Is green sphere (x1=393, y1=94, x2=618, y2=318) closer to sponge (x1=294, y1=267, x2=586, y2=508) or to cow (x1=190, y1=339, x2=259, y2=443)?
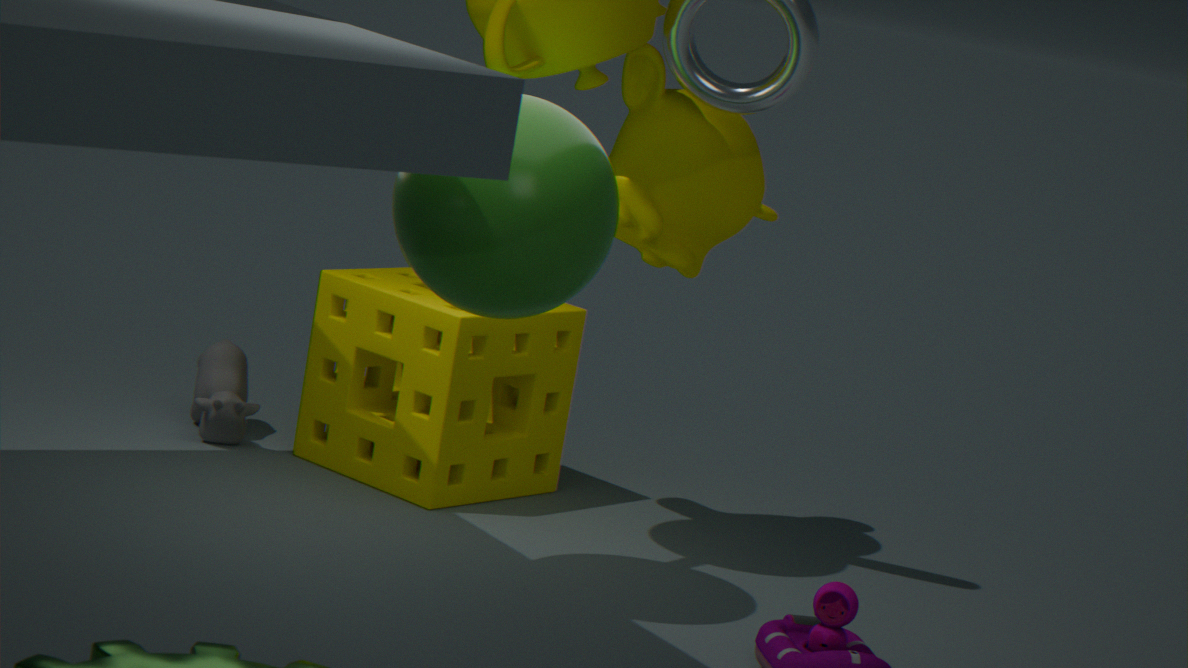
sponge (x1=294, y1=267, x2=586, y2=508)
